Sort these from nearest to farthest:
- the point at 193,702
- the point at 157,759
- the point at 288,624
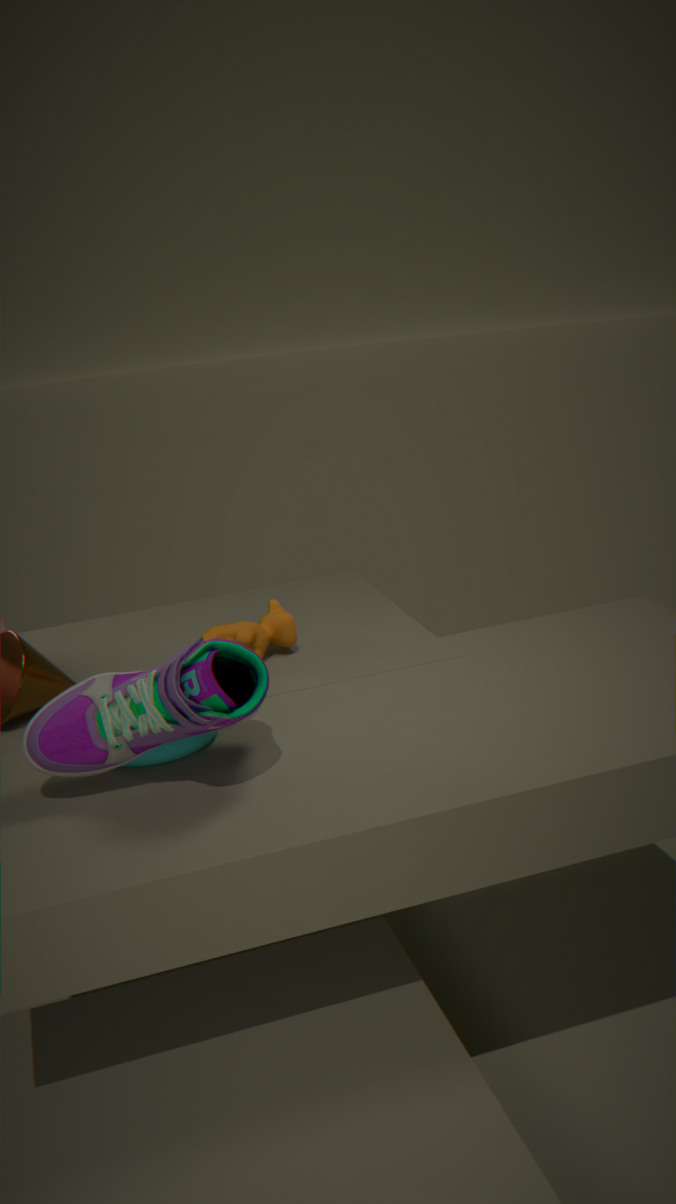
the point at 193,702 < the point at 157,759 < the point at 288,624
